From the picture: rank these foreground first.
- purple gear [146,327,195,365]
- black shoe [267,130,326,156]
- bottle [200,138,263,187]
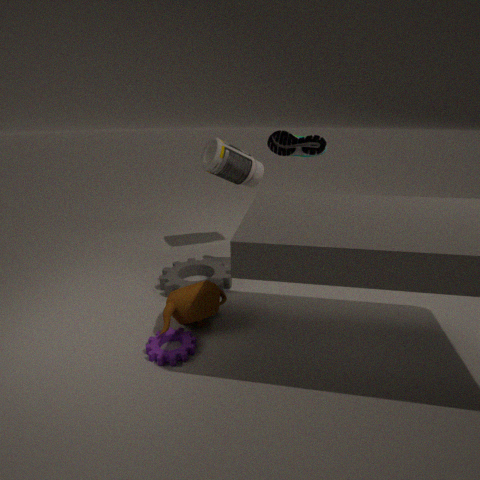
purple gear [146,327,195,365], black shoe [267,130,326,156], bottle [200,138,263,187]
